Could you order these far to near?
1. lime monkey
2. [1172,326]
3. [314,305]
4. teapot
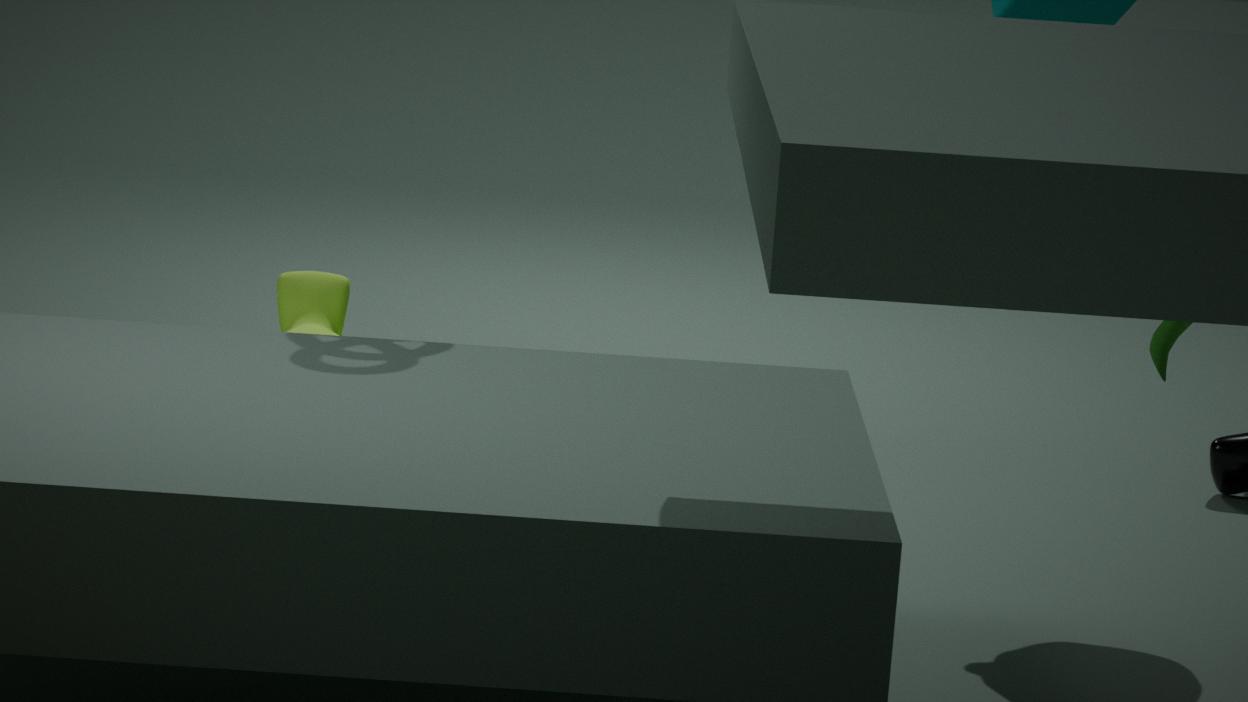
1. [314,305]
2. [1172,326]
3. lime monkey
4. teapot
